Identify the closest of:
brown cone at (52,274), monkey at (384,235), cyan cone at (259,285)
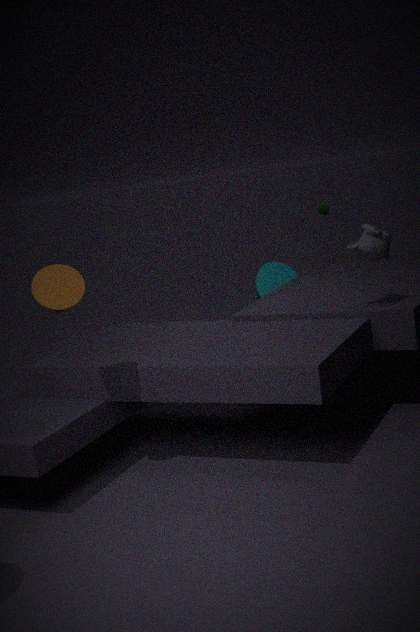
brown cone at (52,274)
